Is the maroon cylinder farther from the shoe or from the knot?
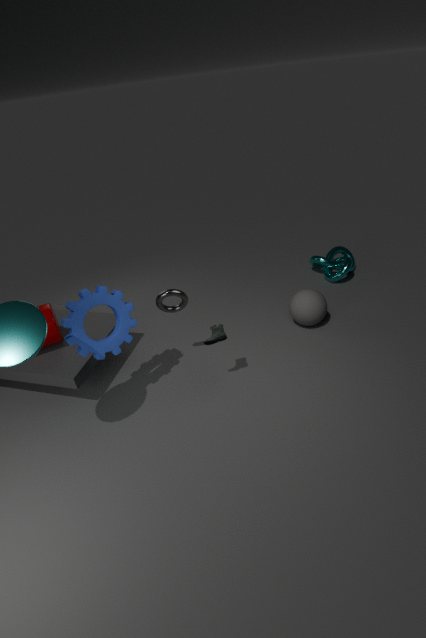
the knot
